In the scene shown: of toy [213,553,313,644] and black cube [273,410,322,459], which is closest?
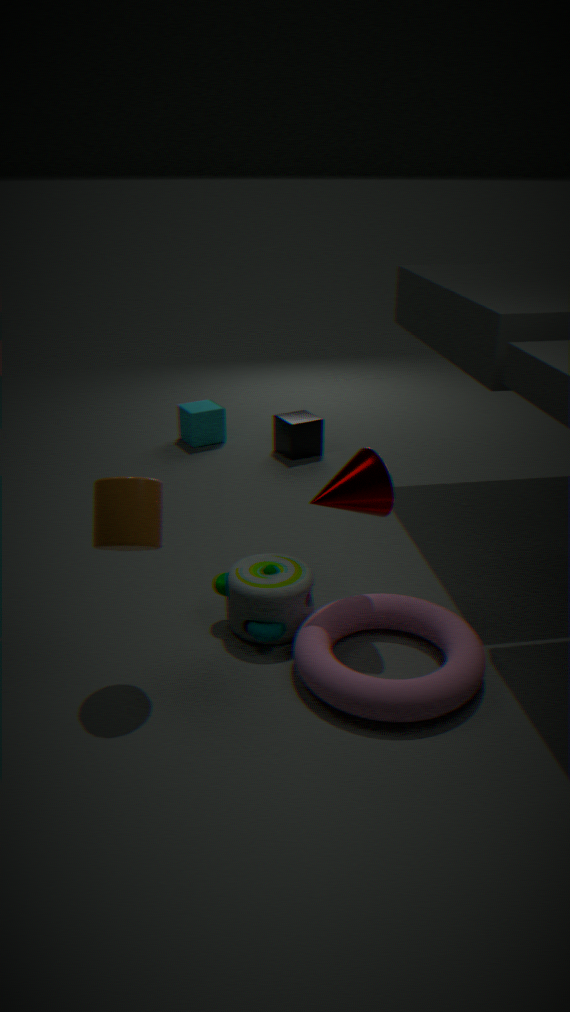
toy [213,553,313,644]
